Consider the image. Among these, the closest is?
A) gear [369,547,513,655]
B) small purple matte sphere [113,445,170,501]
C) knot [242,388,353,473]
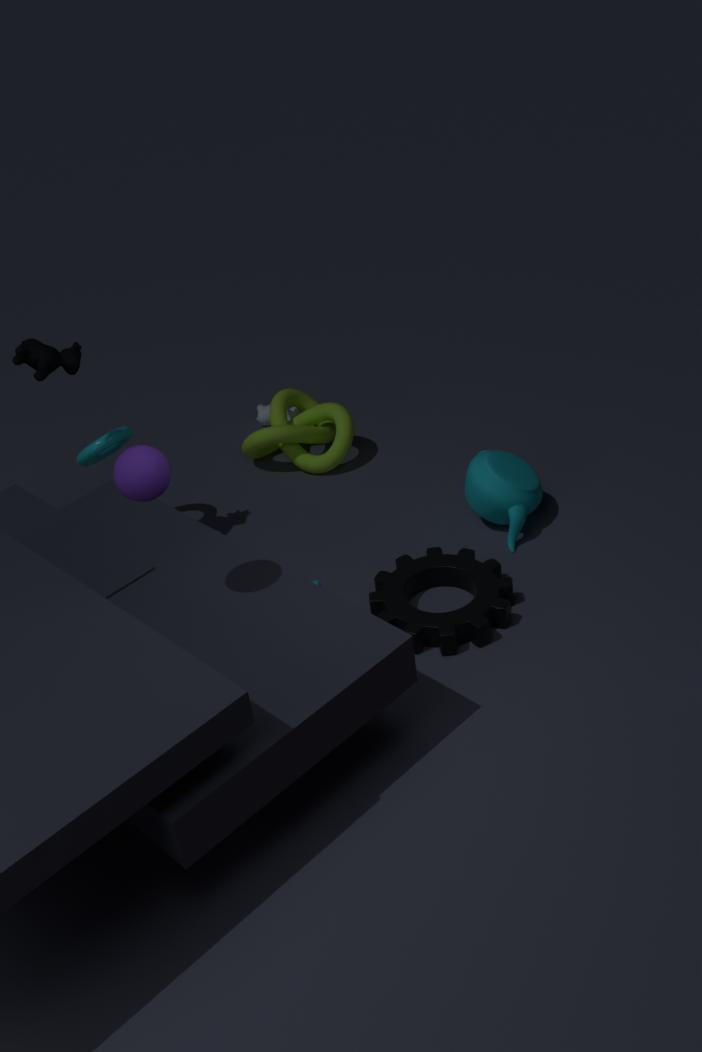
small purple matte sphere [113,445,170,501]
